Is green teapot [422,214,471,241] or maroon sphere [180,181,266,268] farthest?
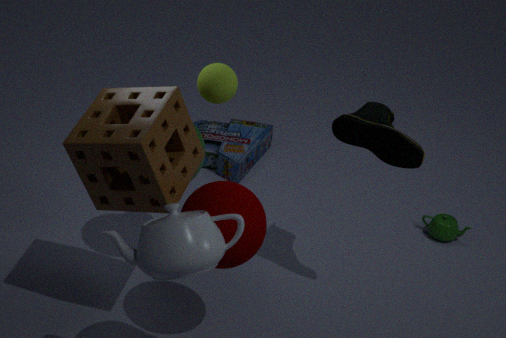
green teapot [422,214,471,241]
